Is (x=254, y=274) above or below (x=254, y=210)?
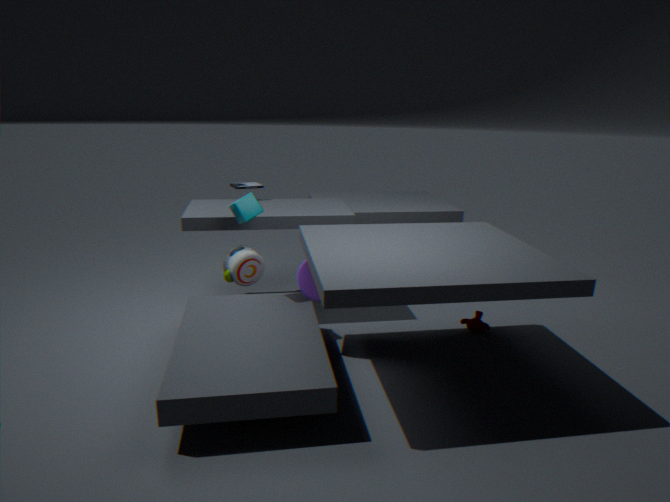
below
